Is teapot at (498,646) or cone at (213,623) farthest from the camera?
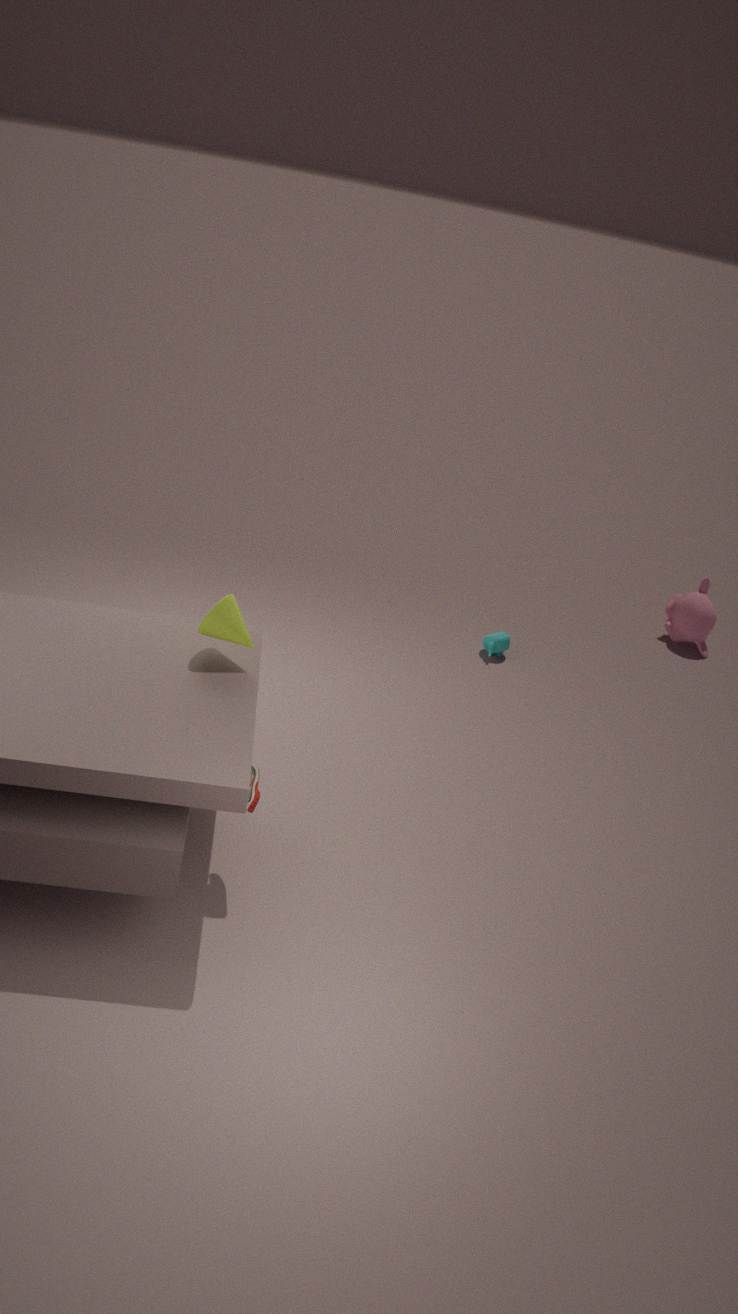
teapot at (498,646)
